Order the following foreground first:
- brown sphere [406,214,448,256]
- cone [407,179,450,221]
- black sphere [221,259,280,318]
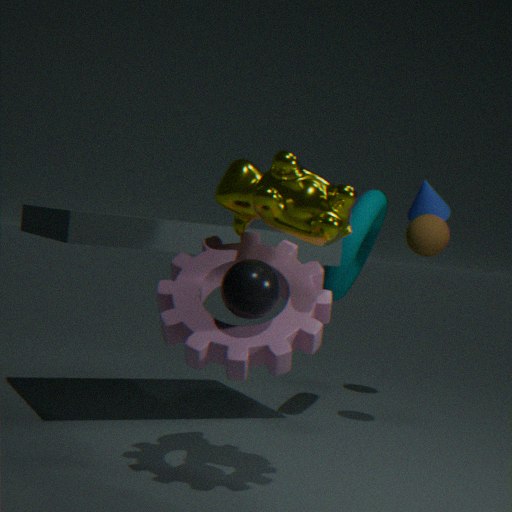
black sphere [221,259,280,318] < brown sphere [406,214,448,256] < cone [407,179,450,221]
